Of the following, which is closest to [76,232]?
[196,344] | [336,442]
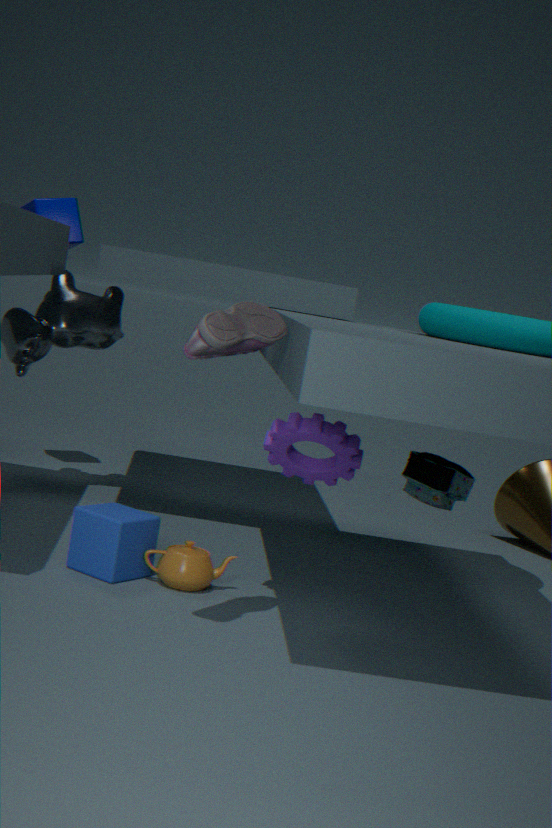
[336,442]
